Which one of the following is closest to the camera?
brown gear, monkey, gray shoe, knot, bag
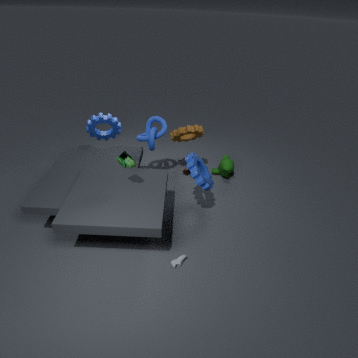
gray shoe
